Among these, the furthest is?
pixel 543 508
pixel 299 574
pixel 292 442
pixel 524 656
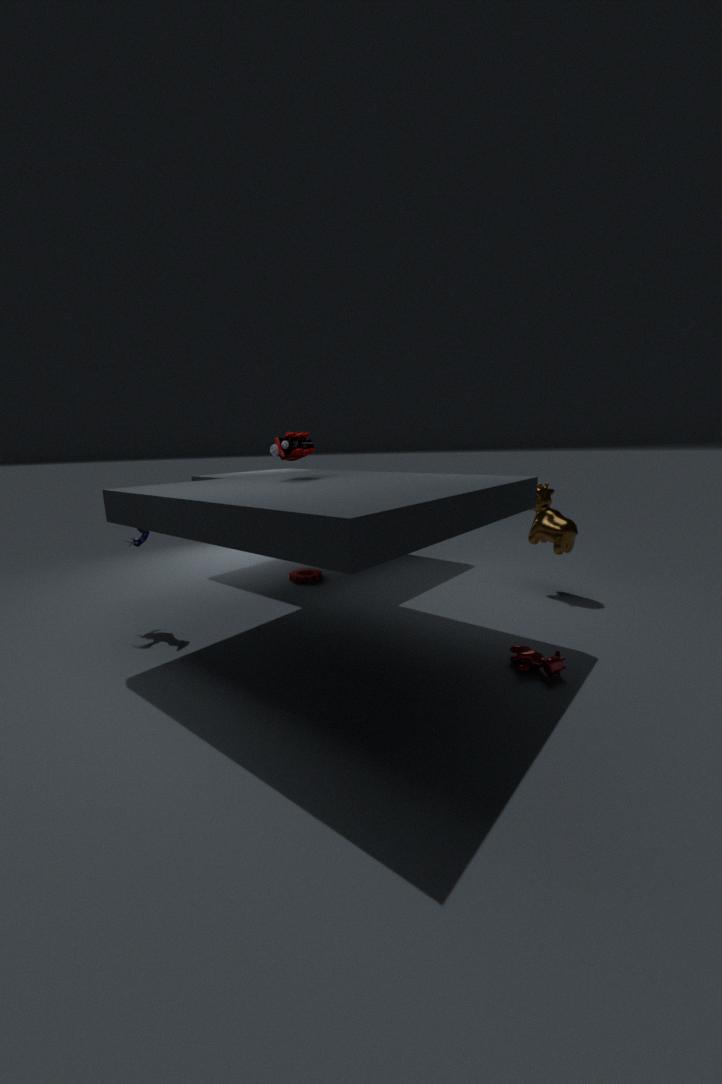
pixel 299 574
